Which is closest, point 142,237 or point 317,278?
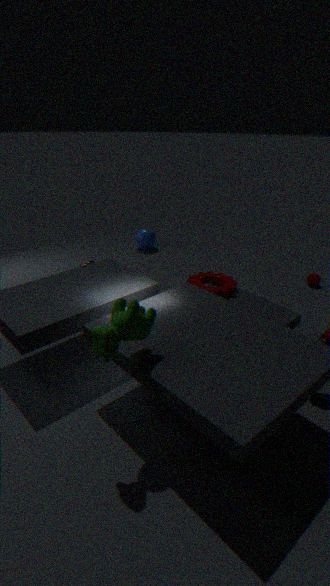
point 317,278
